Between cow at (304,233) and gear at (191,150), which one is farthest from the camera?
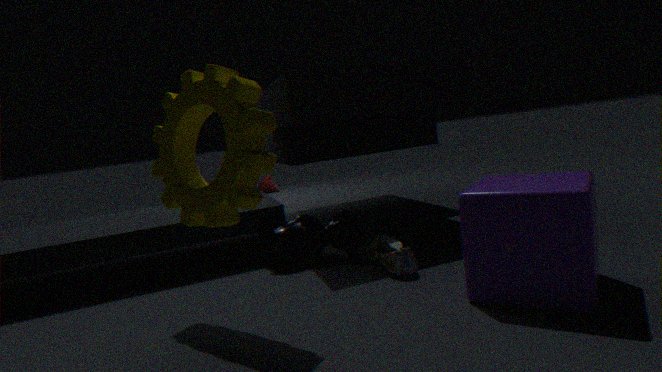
cow at (304,233)
